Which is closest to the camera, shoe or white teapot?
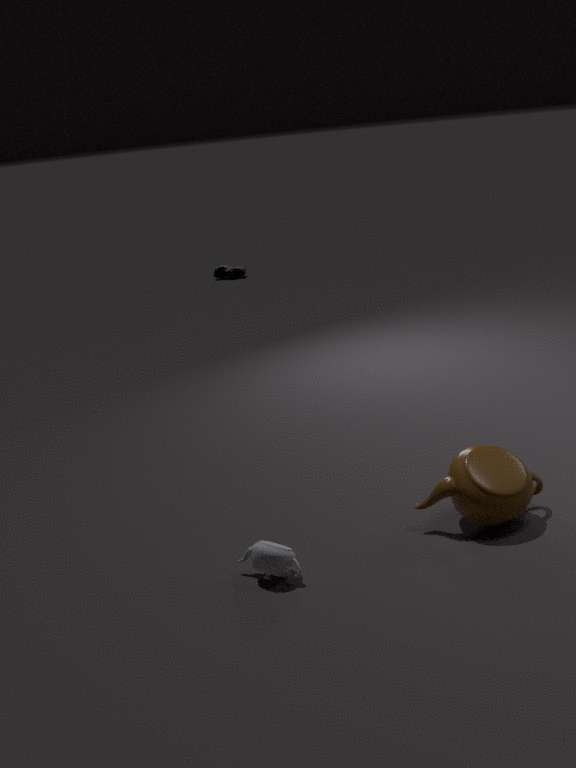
white teapot
